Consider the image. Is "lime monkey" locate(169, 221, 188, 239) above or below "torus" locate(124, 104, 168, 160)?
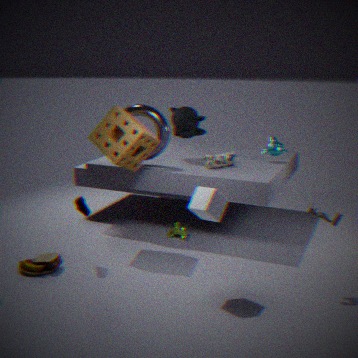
below
